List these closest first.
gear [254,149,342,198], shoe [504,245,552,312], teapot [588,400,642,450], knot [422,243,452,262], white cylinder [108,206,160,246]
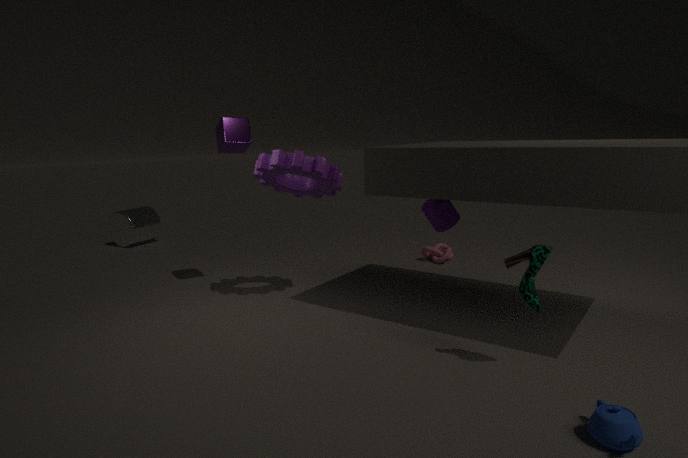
teapot [588,400,642,450] < shoe [504,245,552,312] < gear [254,149,342,198] < knot [422,243,452,262] < white cylinder [108,206,160,246]
